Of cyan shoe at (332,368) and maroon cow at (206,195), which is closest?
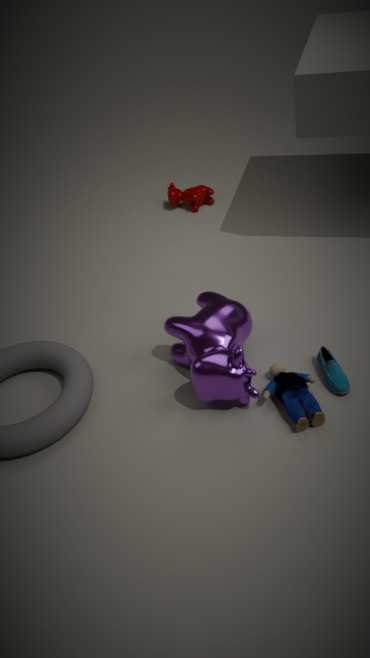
cyan shoe at (332,368)
